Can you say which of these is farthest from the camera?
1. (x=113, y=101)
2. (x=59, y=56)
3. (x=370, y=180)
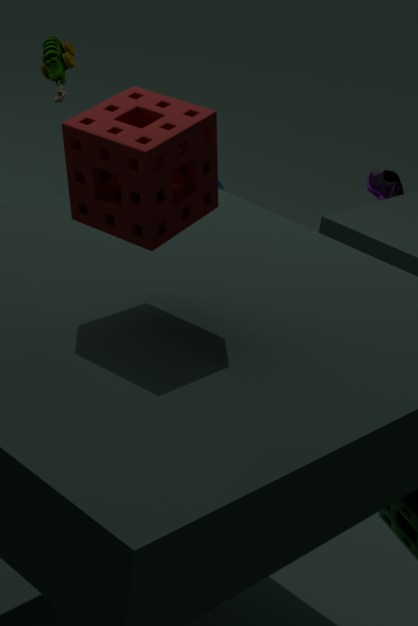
(x=370, y=180)
